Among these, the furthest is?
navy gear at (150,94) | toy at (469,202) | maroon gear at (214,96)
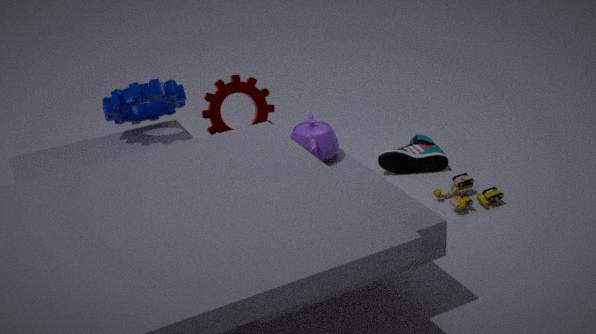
maroon gear at (214,96)
